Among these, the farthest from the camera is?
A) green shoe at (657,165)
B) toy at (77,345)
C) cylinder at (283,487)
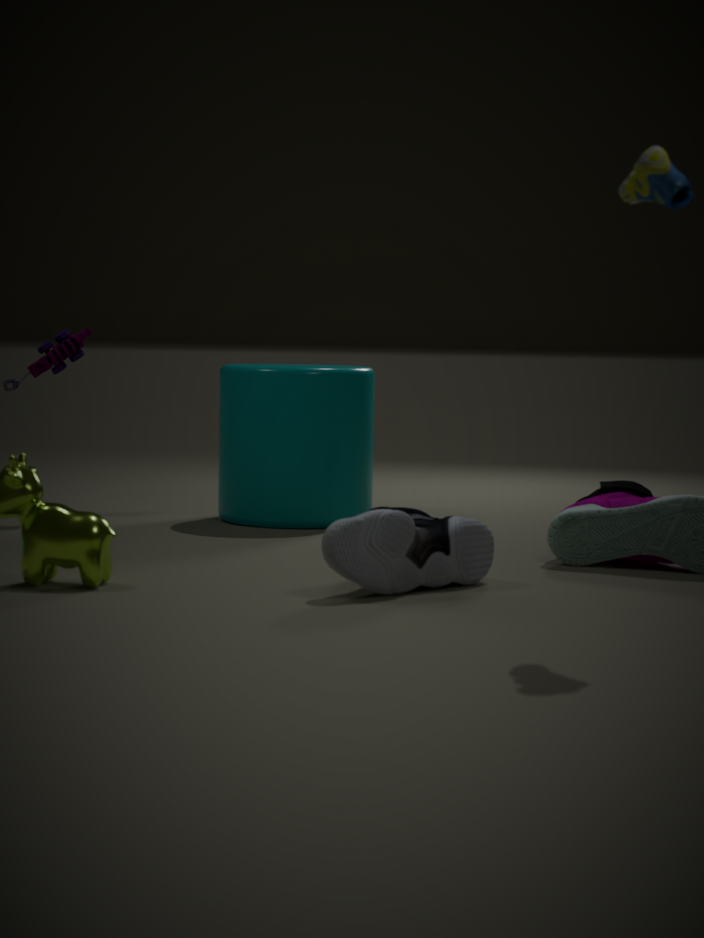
toy at (77,345)
